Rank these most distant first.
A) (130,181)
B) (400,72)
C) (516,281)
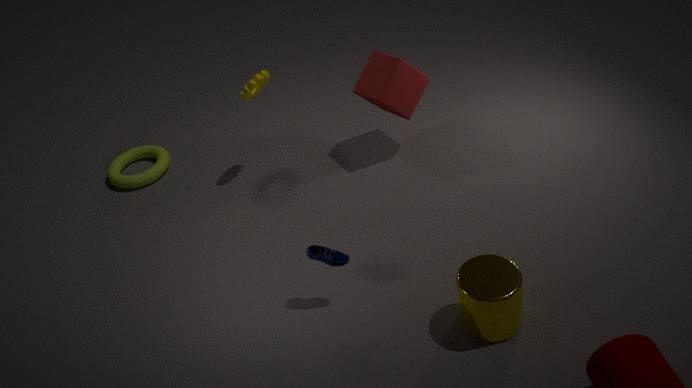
(130,181), (400,72), (516,281)
